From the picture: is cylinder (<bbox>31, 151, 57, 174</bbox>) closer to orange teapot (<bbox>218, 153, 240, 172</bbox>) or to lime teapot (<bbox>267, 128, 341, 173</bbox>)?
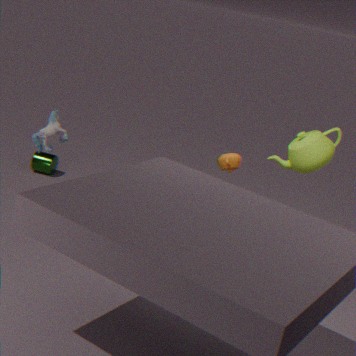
orange teapot (<bbox>218, 153, 240, 172</bbox>)
